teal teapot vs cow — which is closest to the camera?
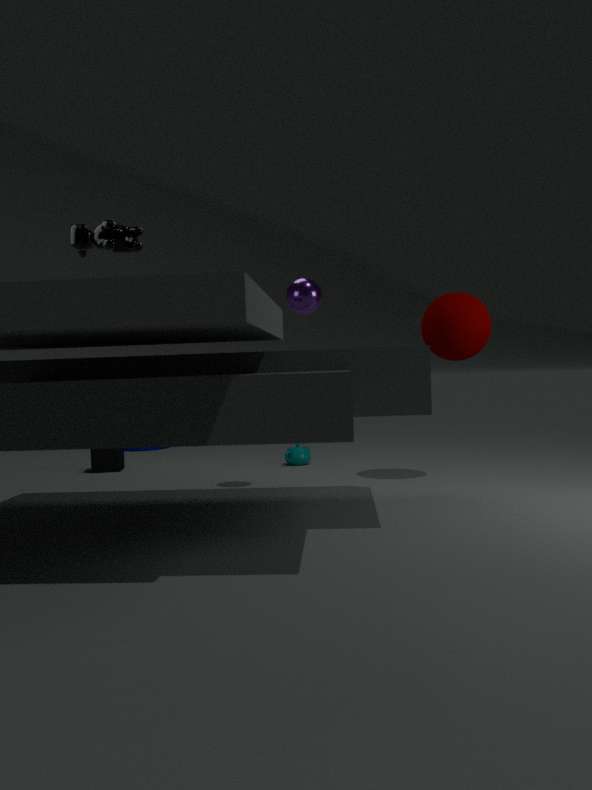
cow
